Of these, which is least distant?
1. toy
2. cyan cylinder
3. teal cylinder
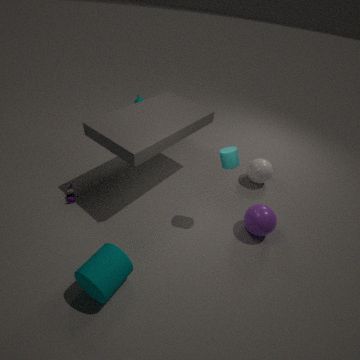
teal cylinder
